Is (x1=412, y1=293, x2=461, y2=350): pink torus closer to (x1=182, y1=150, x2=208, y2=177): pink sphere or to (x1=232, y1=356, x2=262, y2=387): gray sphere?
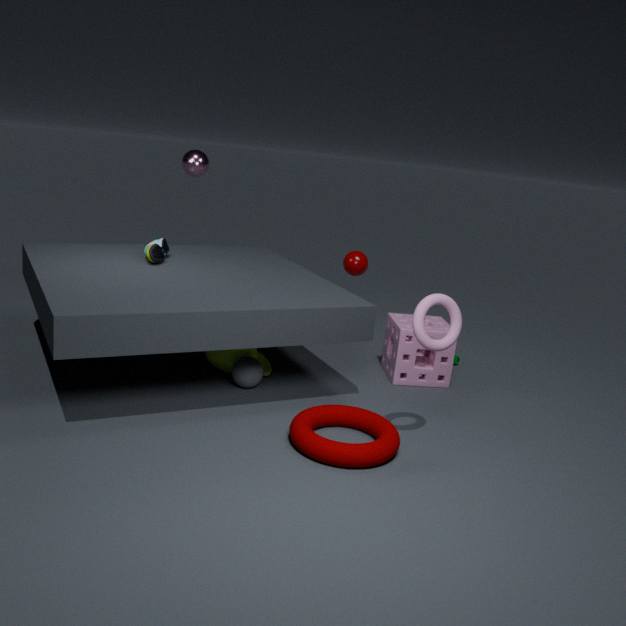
(x1=232, y1=356, x2=262, y2=387): gray sphere
